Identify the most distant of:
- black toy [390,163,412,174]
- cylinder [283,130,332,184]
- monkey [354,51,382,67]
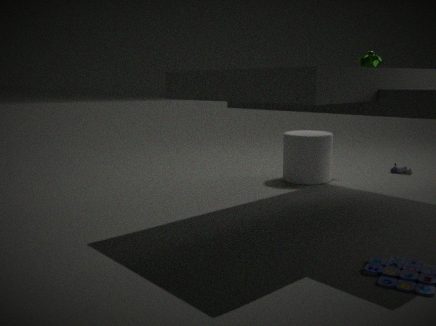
black toy [390,163,412,174]
